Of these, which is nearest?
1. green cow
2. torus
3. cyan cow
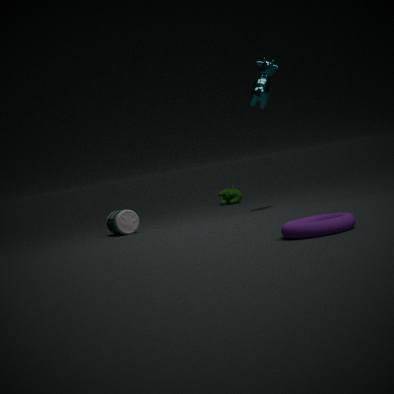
torus
